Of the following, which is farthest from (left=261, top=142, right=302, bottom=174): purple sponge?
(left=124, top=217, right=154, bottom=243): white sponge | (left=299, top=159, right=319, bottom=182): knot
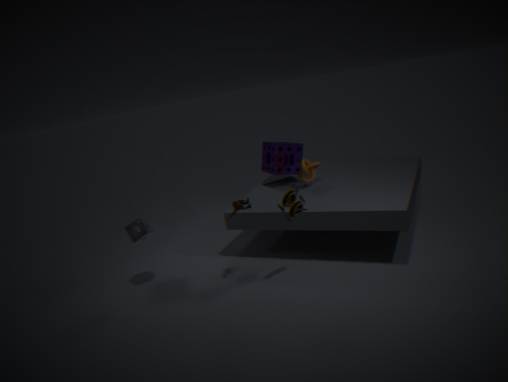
(left=124, top=217, right=154, bottom=243): white sponge
